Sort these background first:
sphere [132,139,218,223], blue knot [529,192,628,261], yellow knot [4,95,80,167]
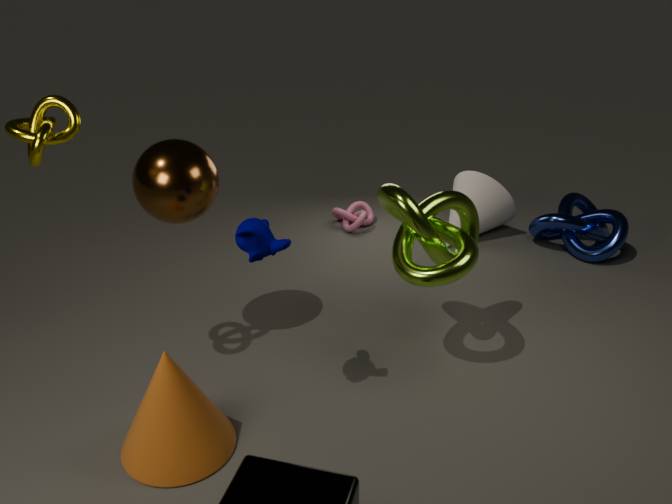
blue knot [529,192,628,261] < sphere [132,139,218,223] < yellow knot [4,95,80,167]
